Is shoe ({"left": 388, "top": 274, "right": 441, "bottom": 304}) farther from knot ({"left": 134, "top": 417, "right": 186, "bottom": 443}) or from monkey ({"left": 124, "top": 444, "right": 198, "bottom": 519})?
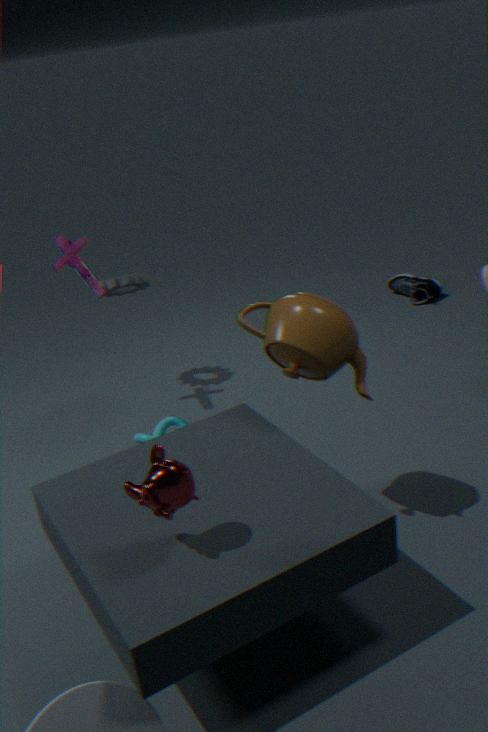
monkey ({"left": 124, "top": 444, "right": 198, "bottom": 519})
